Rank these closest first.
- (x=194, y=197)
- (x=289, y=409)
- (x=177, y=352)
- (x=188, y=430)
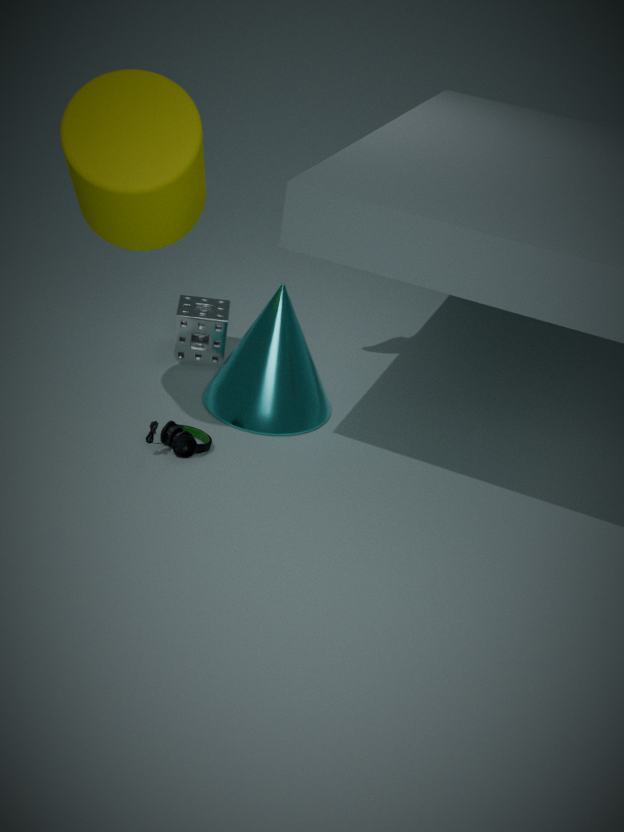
1. (x=194, y=197)
2. (x=188, y=430)
3. (x=289, y=409)
4. (x=177, y=352)
